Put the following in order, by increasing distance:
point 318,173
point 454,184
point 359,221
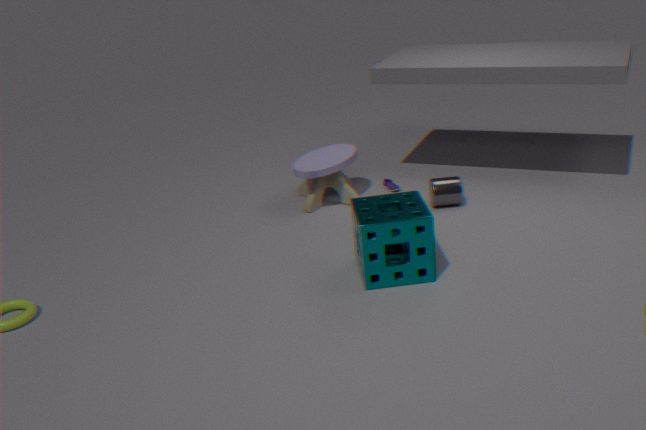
point 359,221 < point 454,184 < point 318,173
